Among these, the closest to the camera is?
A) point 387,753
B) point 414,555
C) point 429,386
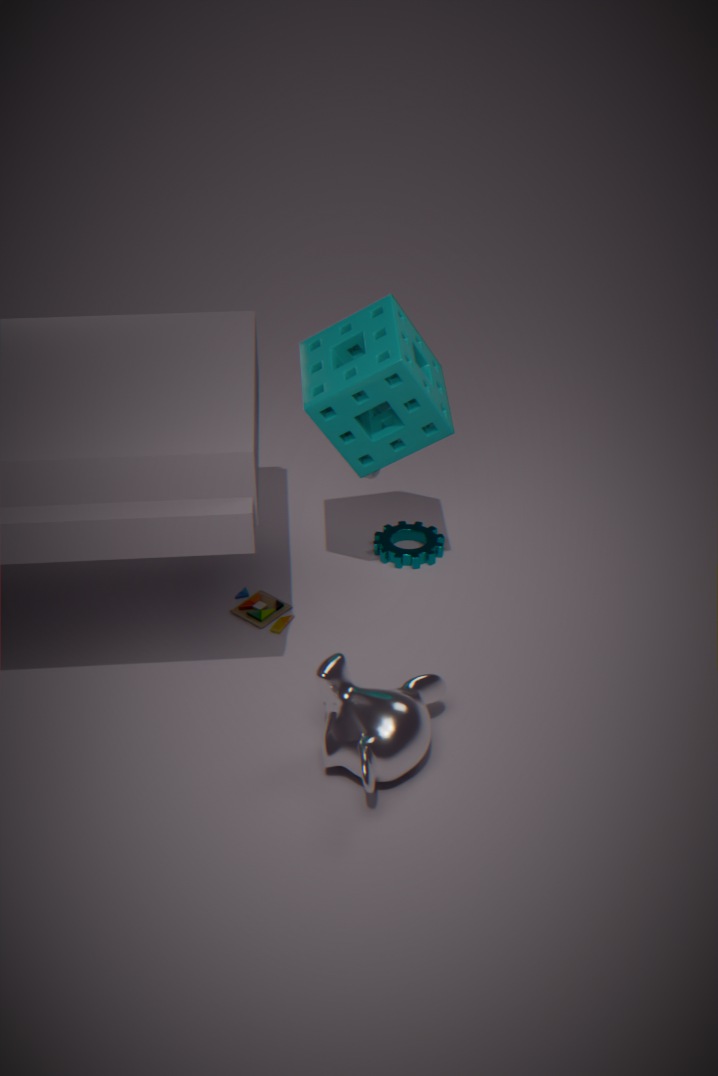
point 387,753
